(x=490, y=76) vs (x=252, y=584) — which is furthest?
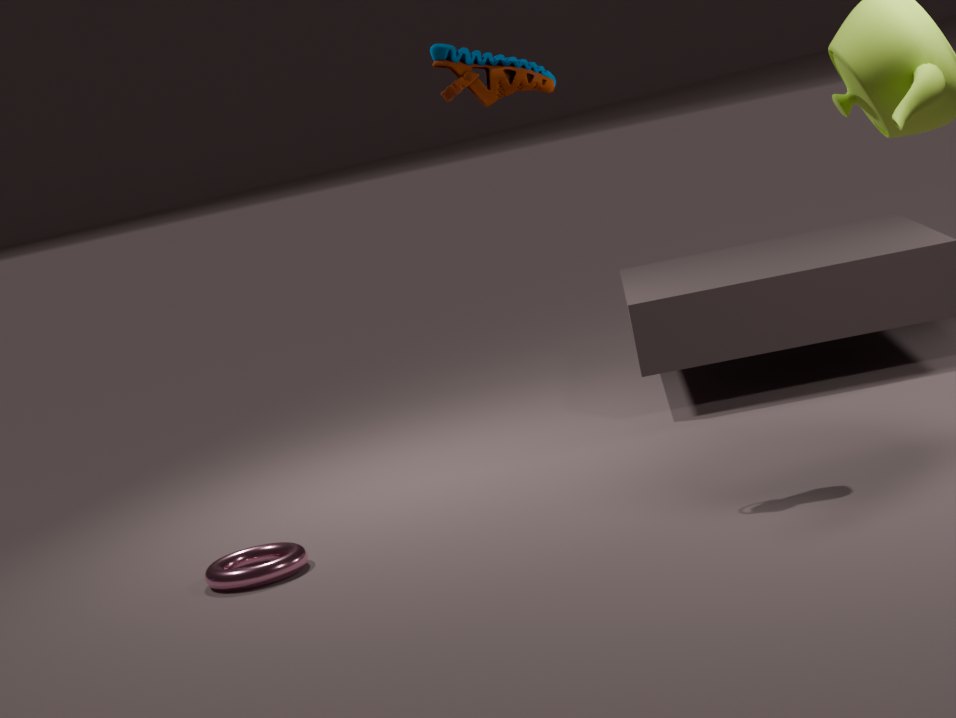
(x=252, y=584)
